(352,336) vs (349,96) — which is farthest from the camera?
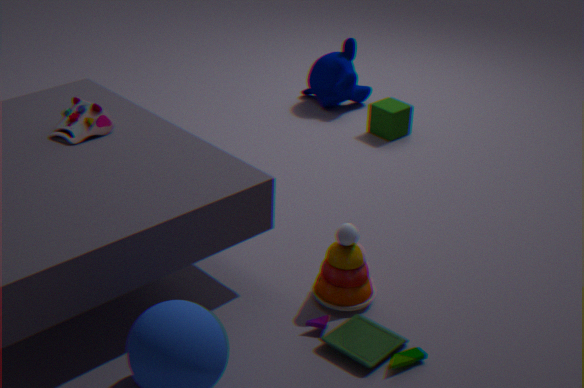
(349,96)
